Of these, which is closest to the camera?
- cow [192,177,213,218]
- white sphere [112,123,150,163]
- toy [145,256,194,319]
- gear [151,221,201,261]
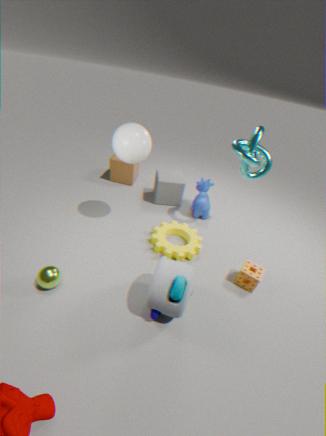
toy [145,256,194,319]
